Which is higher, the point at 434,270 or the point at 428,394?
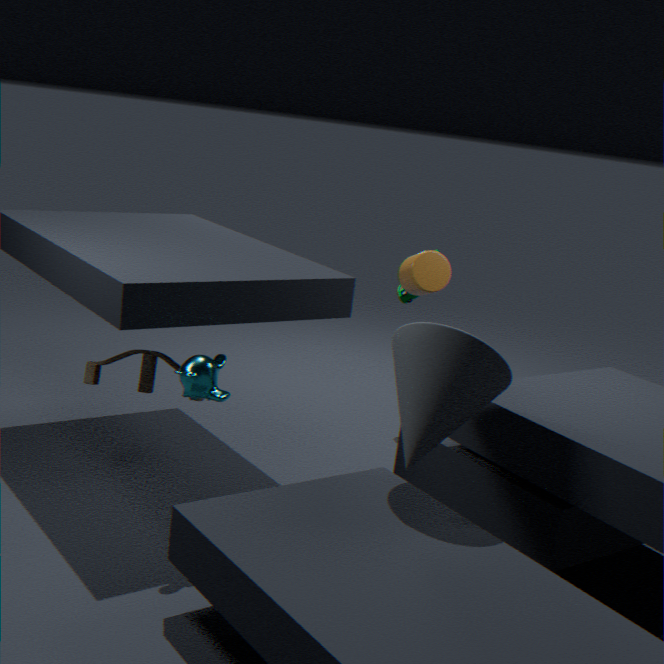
the point at 434,270
